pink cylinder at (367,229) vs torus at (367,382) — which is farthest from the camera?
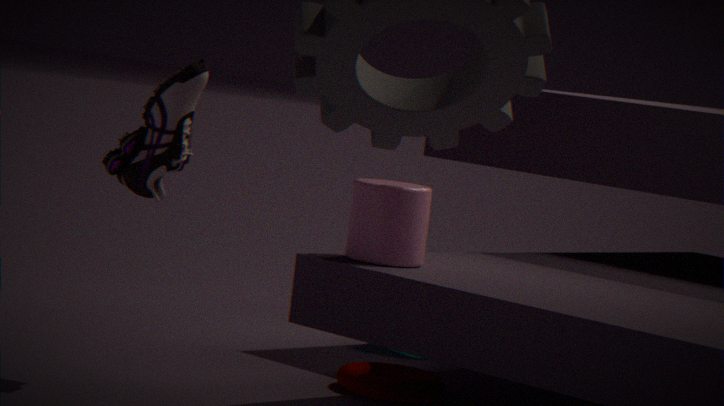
torus at (367,382)
